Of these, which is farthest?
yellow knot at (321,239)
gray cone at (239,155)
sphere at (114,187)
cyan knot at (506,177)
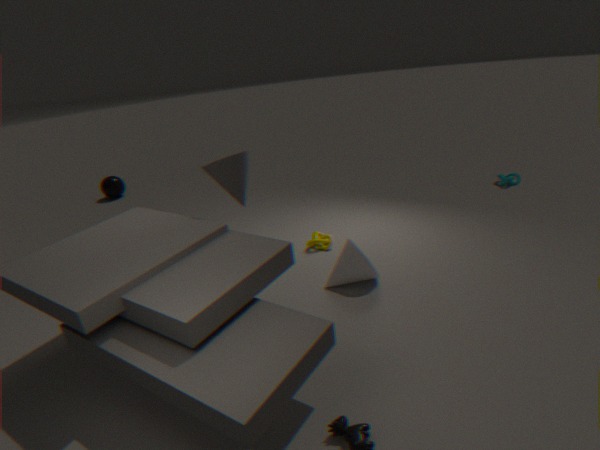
sphere at (114,187)
